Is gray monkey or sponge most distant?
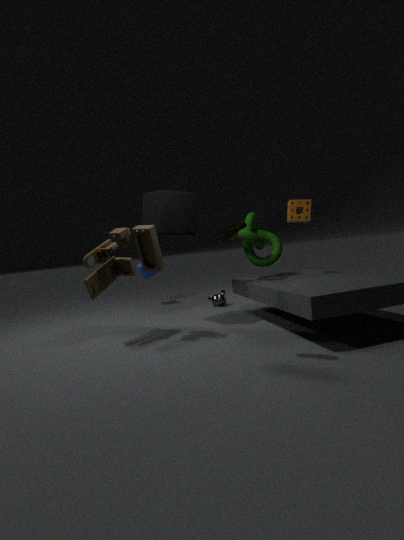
gray monkey
